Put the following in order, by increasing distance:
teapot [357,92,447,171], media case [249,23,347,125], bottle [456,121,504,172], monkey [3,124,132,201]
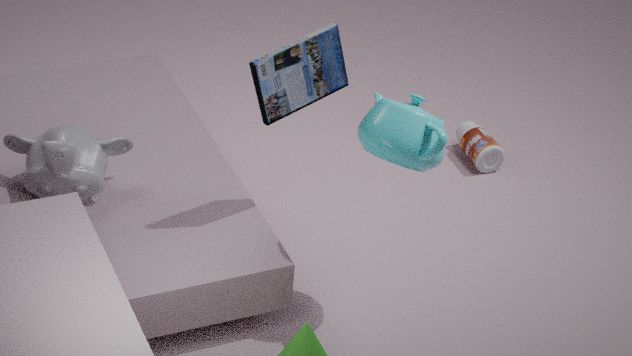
1. teapot [357,92,447,171]
2. media case [249,23,347,125]
3. monkey [3,124,132,201]
4. bottle [456,121,504,172]
